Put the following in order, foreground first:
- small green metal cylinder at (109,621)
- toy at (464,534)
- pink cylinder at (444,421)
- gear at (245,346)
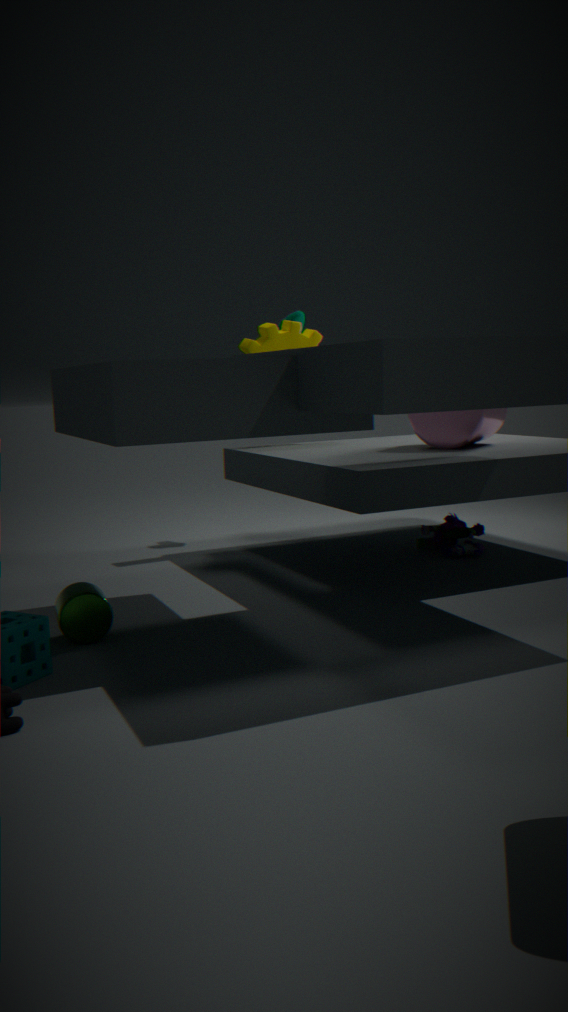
small green metal cylinder at (109,621) < pink cylinder at (444,421) < toy at (464,534) < gear at (245,346)
